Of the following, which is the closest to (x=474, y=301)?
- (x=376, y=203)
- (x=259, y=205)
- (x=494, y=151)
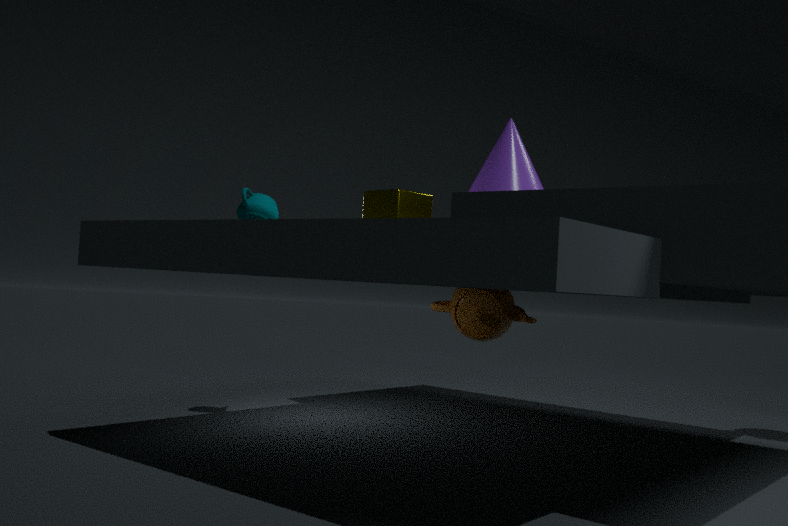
(x=494, y=151)
